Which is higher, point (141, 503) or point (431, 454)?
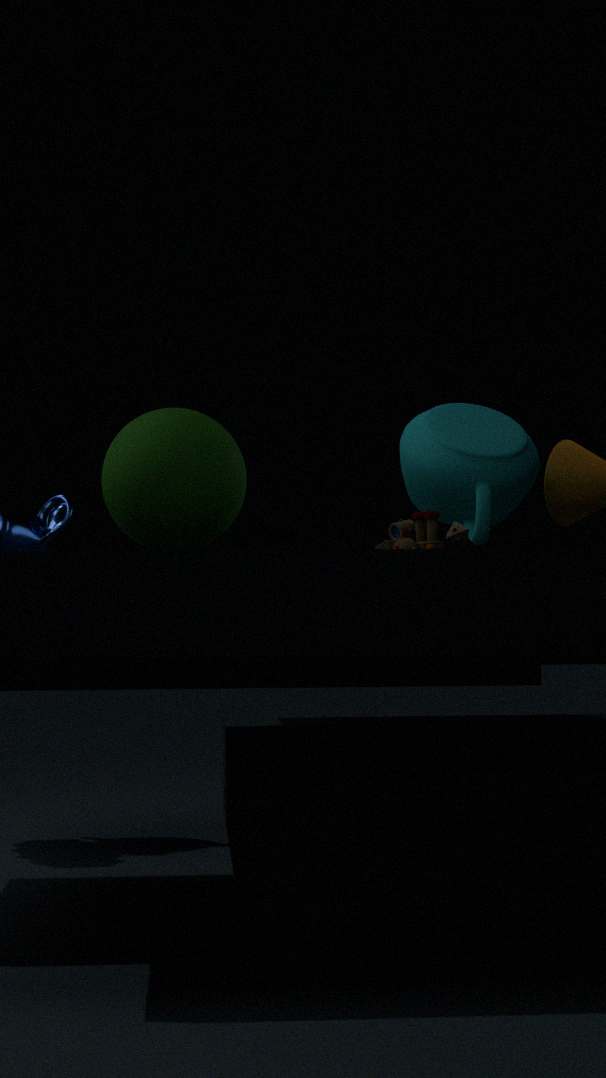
point (431, 454)
